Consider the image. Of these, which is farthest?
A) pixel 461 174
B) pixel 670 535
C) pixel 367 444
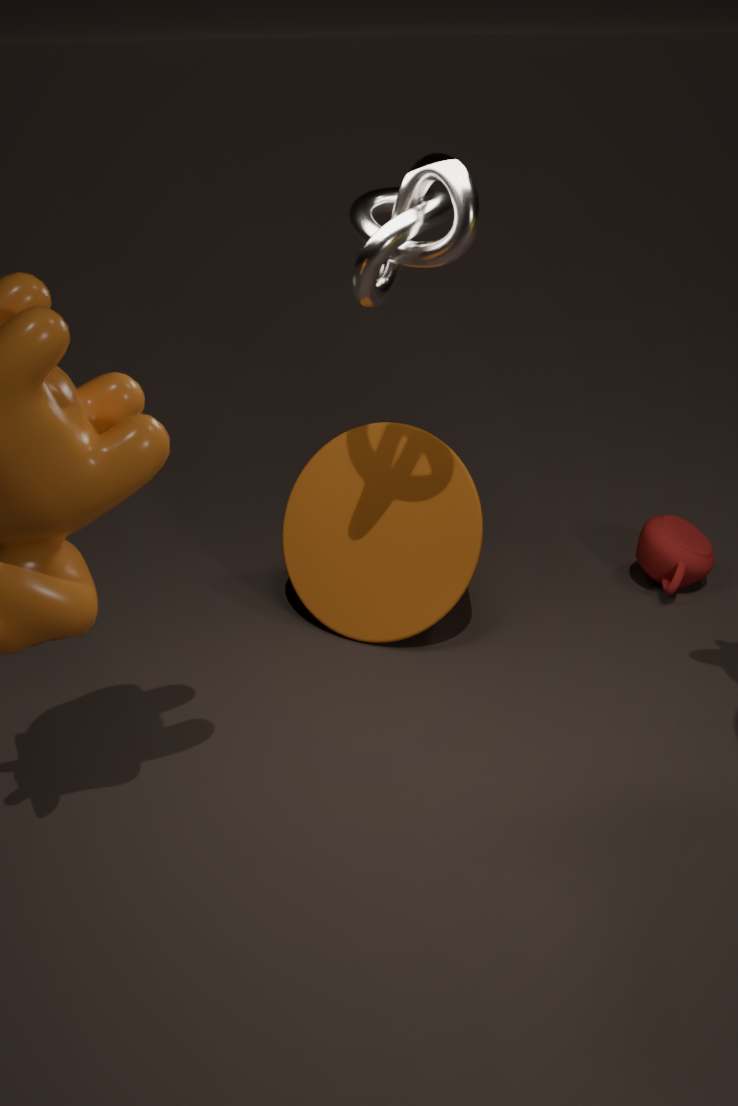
pixel 670 535
